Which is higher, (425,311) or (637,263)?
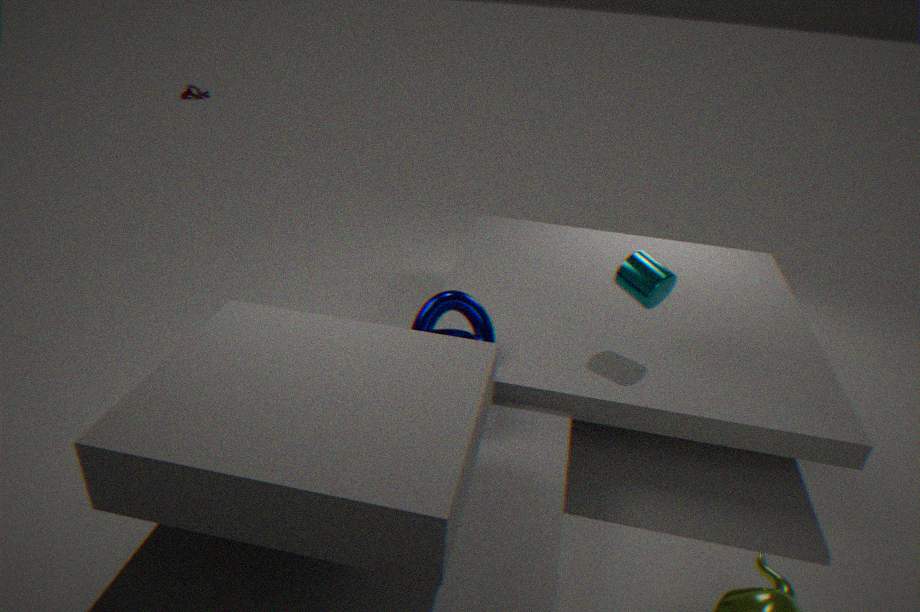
(637,263)
